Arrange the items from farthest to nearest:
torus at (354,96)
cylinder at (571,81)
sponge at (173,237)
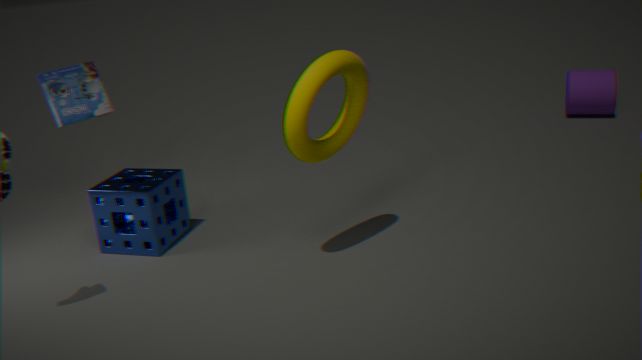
cylinder at (571,81) → sponge at (173,237) → torus at (354,96)
